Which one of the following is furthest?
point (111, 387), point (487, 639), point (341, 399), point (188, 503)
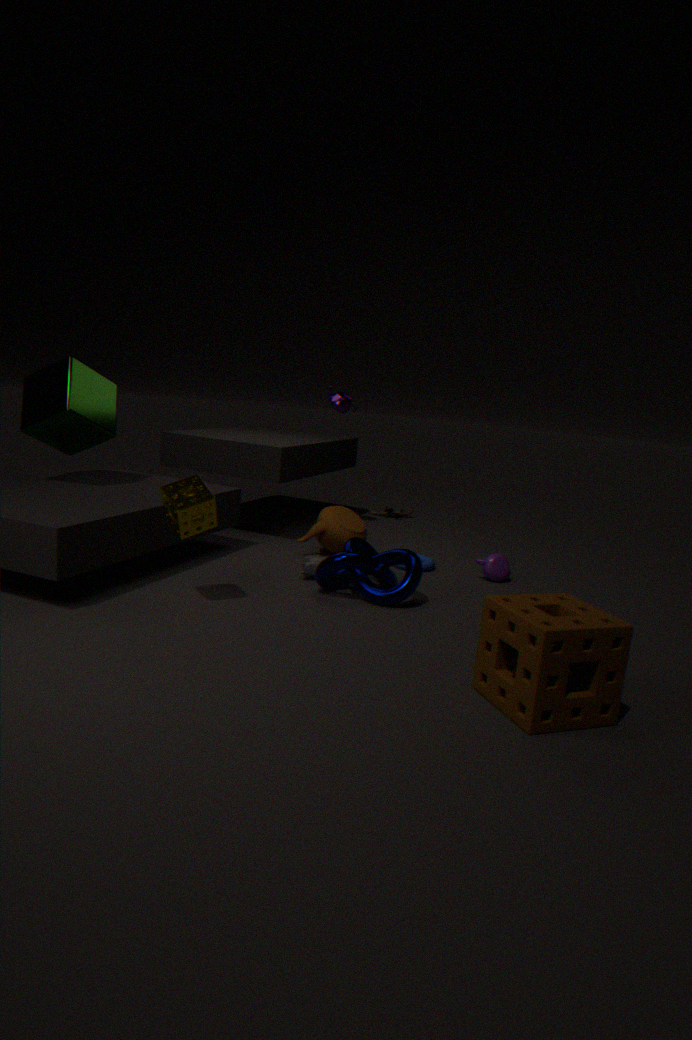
point (341, 399)
